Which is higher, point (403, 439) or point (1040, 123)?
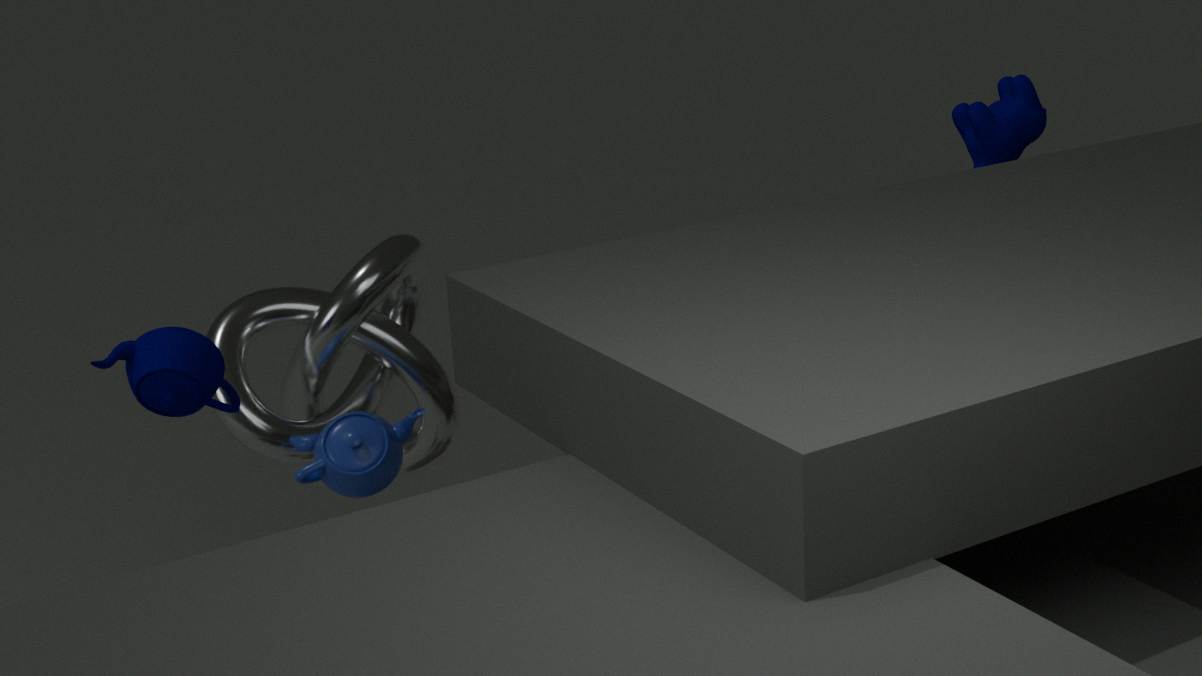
point (1040, 123)
